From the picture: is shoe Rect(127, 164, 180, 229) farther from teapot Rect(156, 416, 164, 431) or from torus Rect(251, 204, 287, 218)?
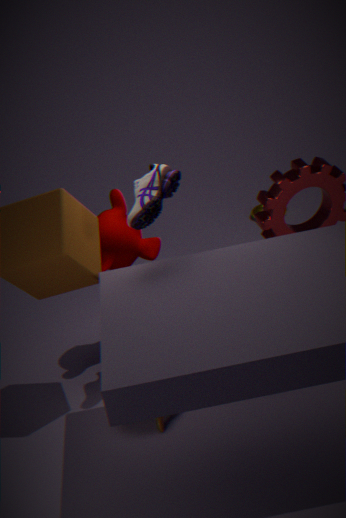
torus Rect(251, 204, 287, 218)
